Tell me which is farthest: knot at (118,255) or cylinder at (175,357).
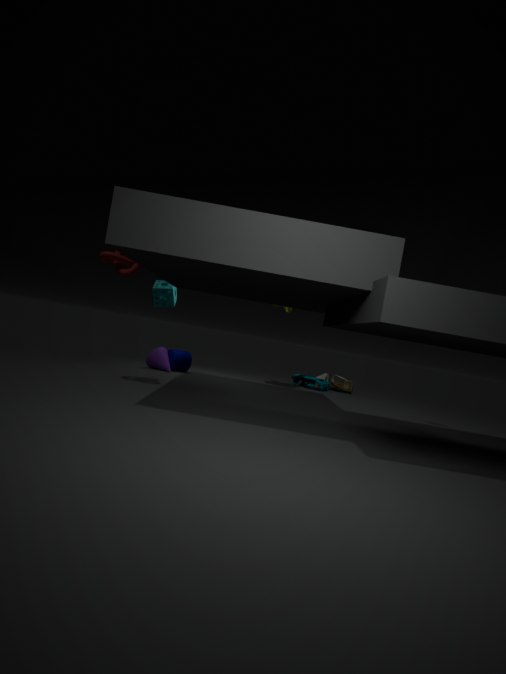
cylinder at (175,357)
